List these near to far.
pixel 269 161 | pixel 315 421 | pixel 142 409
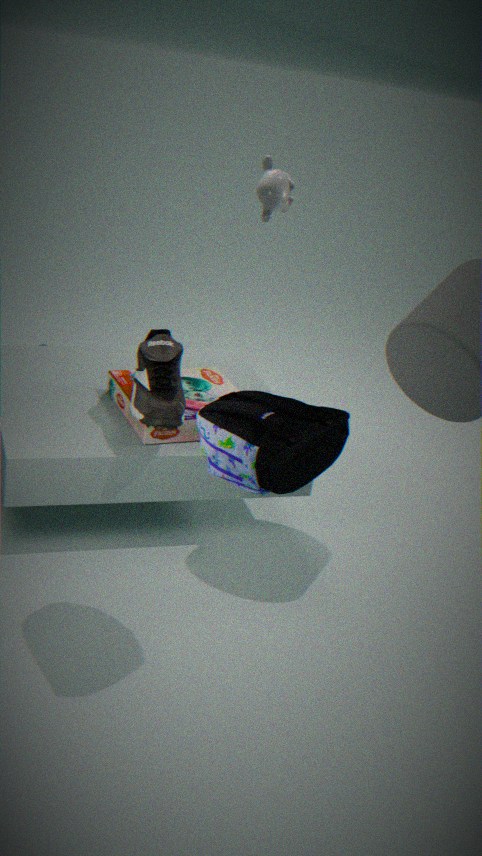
pixel 315 421 < pixel 142 409 < pixel 269 161
